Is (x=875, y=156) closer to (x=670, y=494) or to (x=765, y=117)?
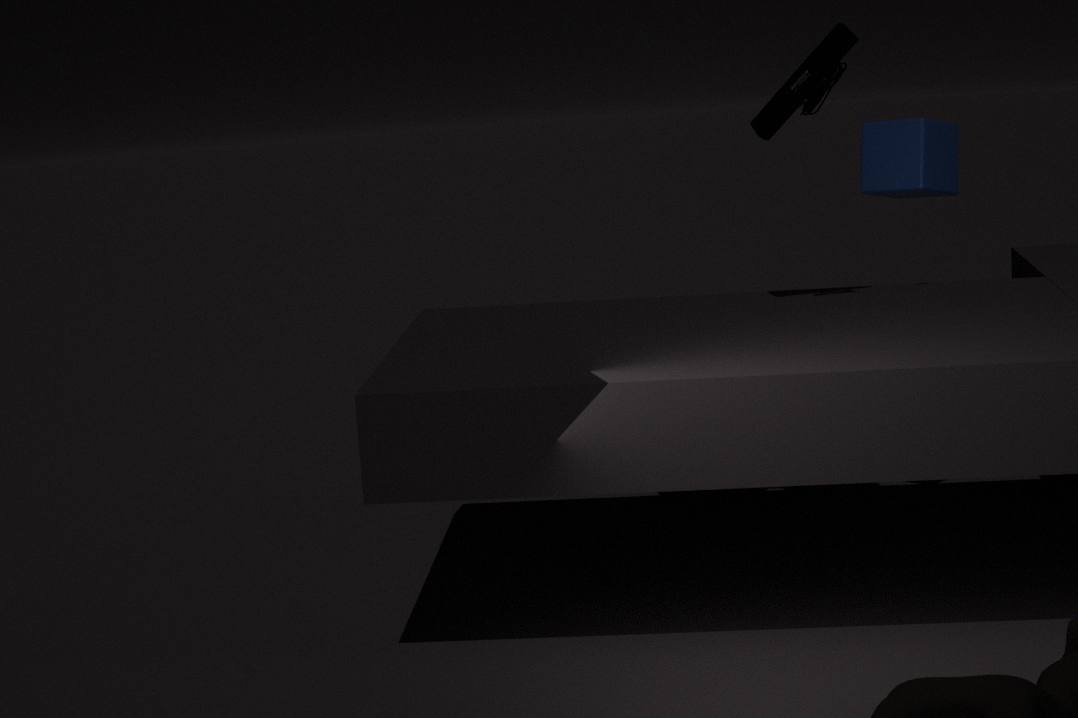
(x=765, y=117)
